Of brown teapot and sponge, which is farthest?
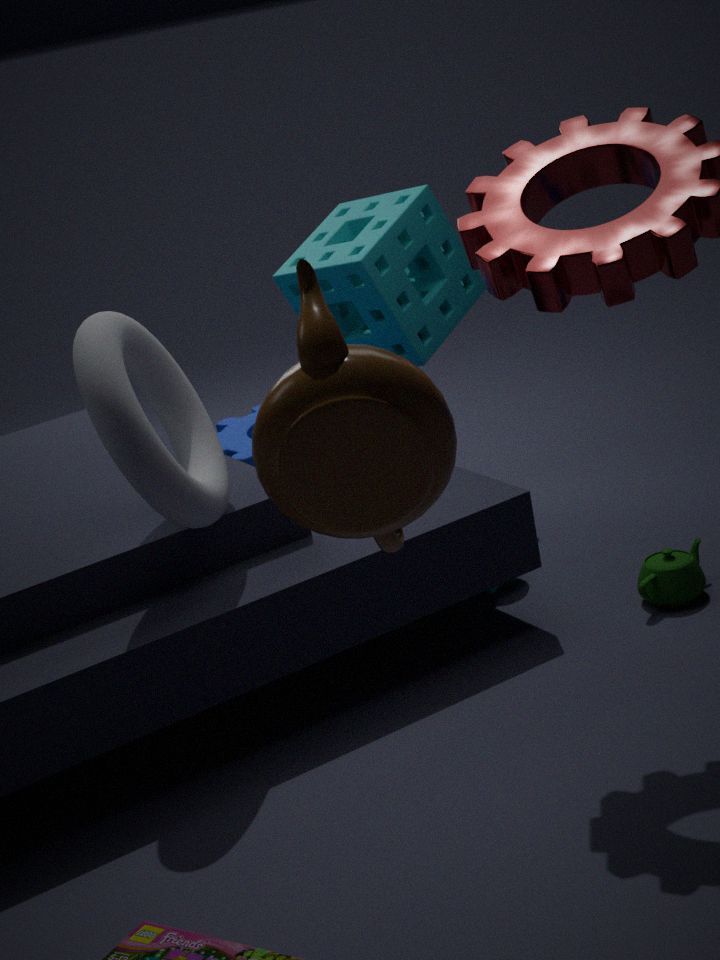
sponge
